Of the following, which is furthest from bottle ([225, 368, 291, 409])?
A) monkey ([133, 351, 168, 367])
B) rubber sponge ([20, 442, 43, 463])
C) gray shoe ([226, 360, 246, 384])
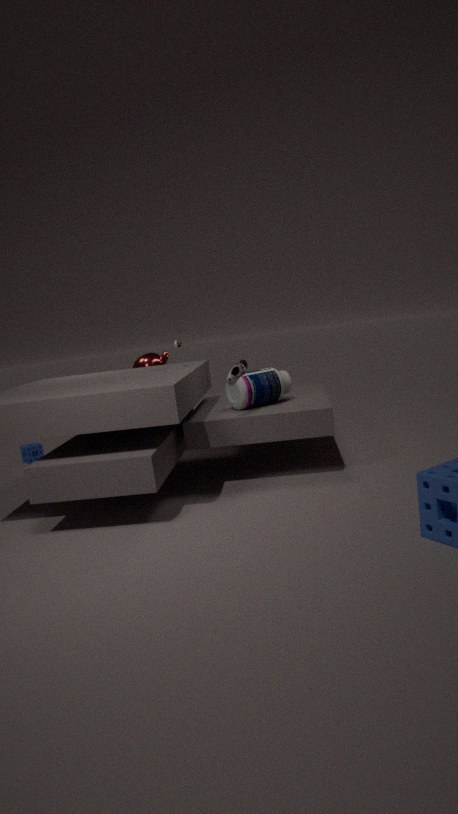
rubber sponge ([20, 442, 43, 463])
